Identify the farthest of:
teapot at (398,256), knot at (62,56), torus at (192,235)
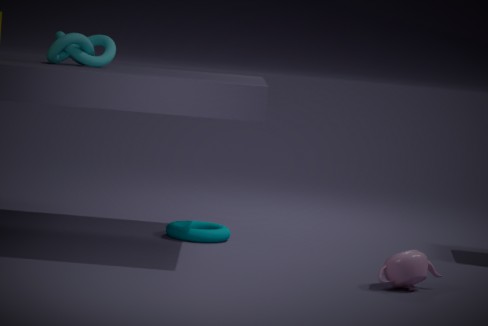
torus at (192,235)
